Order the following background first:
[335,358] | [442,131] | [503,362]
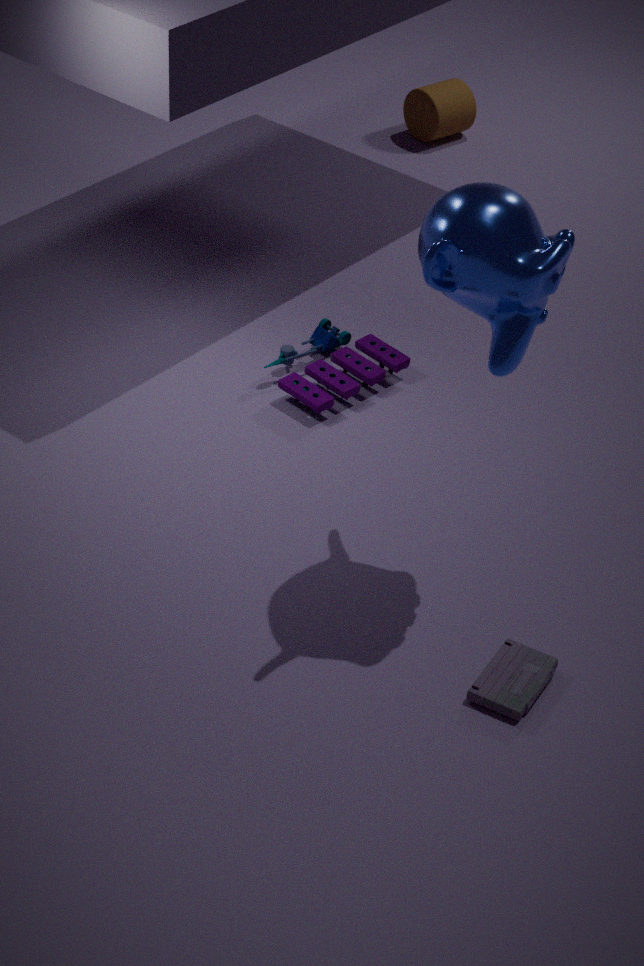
[442,131] < [335,358] < [503,362]
